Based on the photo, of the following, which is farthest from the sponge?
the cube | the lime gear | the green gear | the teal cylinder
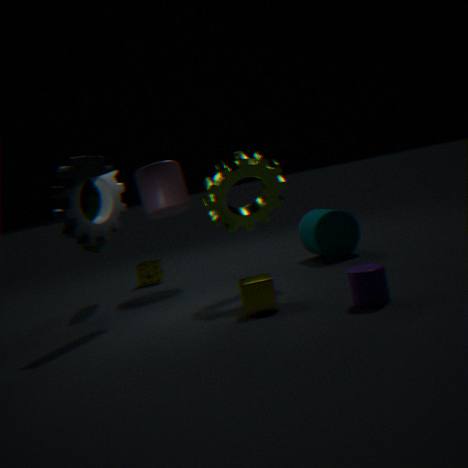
the cube
